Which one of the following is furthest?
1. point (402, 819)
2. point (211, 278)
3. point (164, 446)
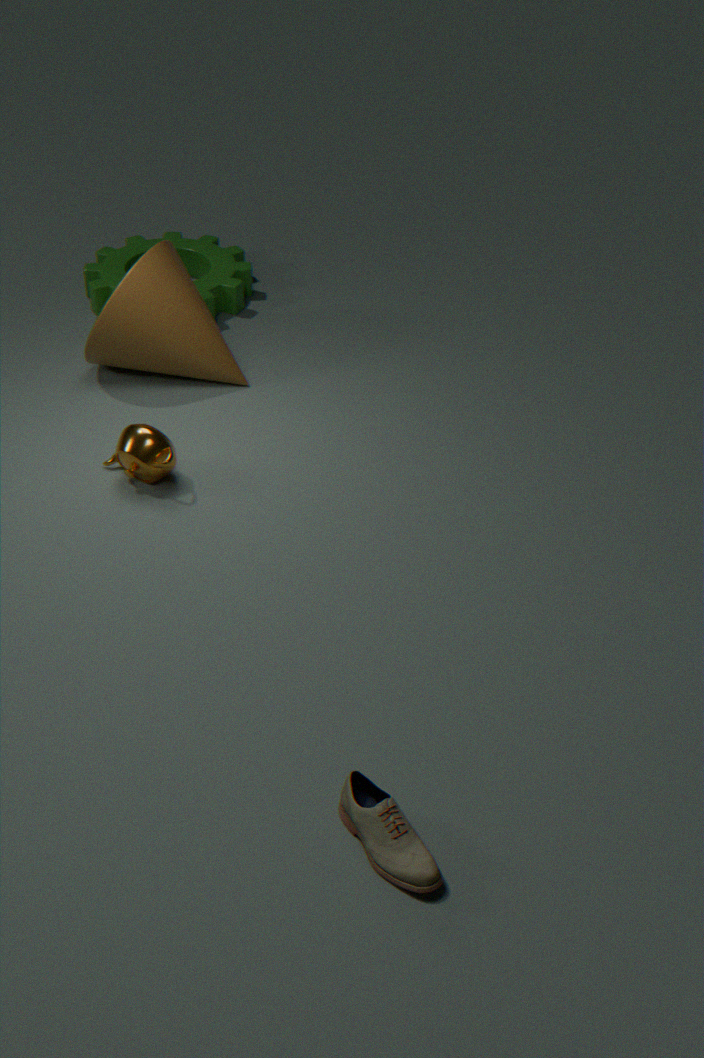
point (211, 278)
